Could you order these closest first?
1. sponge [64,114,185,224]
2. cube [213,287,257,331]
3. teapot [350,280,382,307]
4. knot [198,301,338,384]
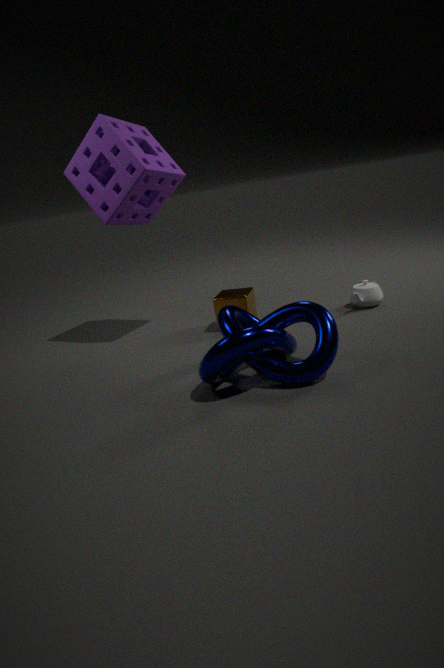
1. knot [198,301,338,384]
2. sponge [64,114,185,224]
3. cube [213,287,257,331]
4. teapot [350,280,382,307]
